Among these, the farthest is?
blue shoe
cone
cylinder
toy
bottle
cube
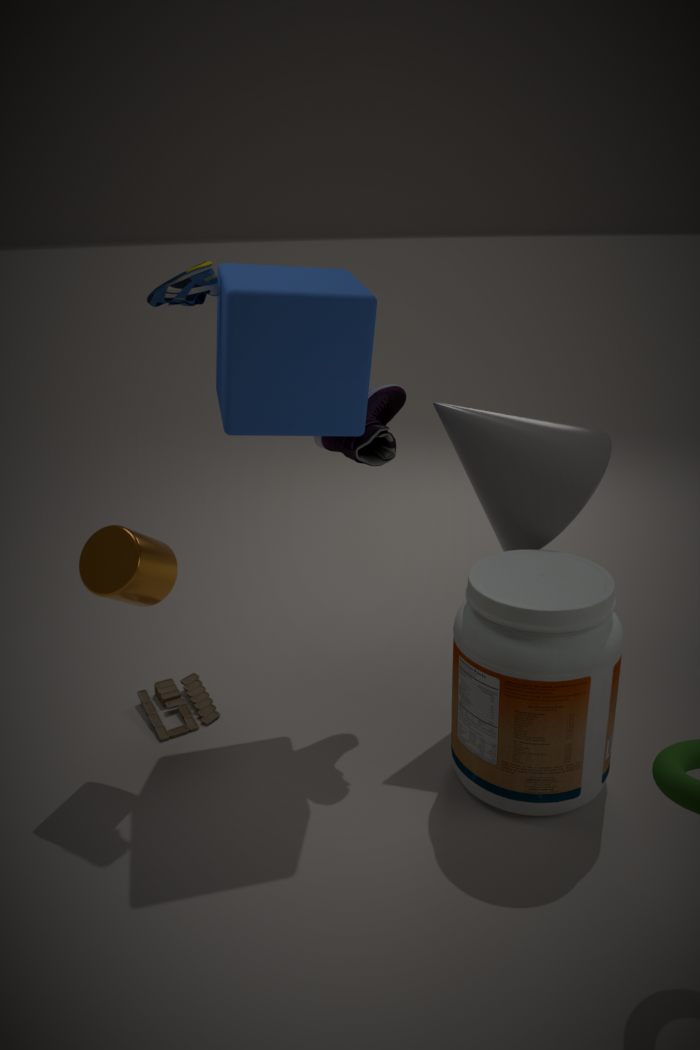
toy
